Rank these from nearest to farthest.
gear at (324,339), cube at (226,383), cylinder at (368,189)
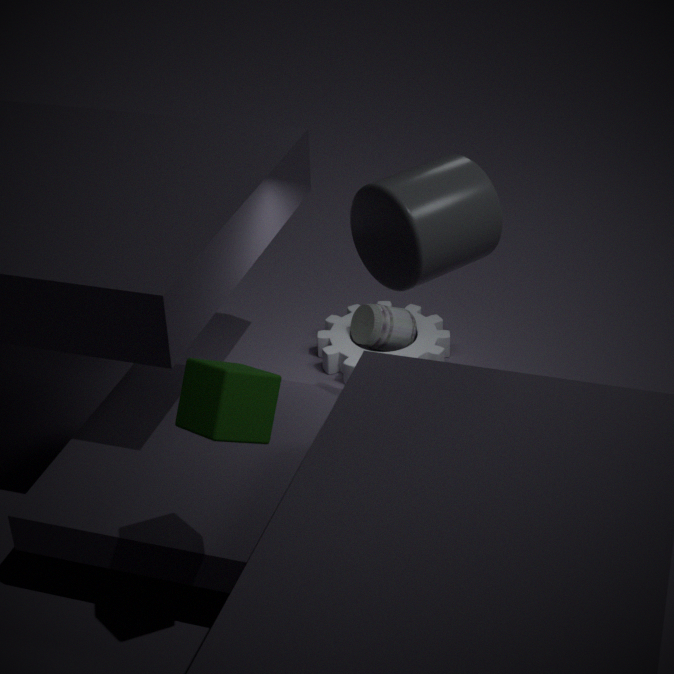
cube at (226,383) < cylinder at (368,189) < gear at (324,339)
